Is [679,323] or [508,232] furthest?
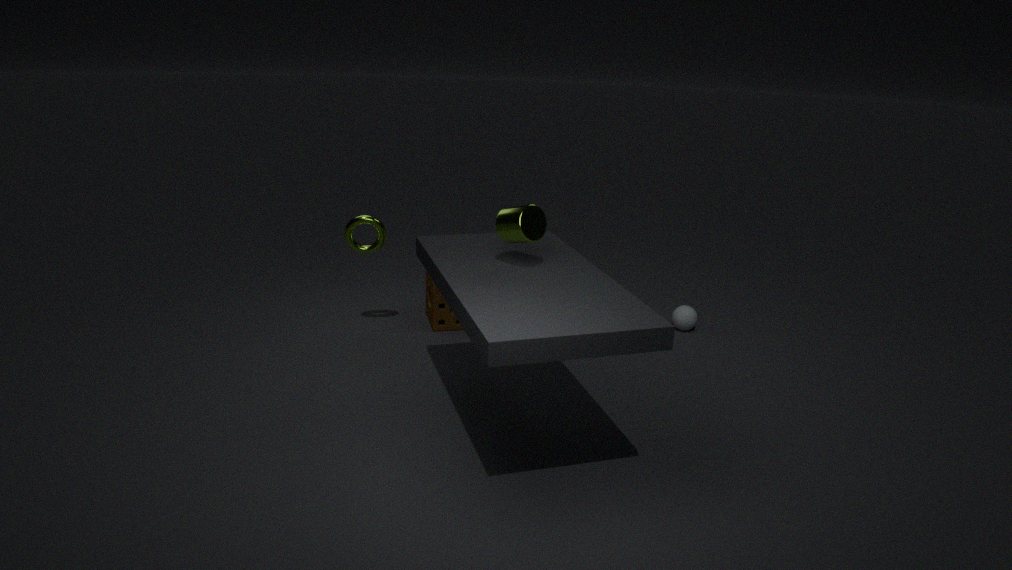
[679,323]
